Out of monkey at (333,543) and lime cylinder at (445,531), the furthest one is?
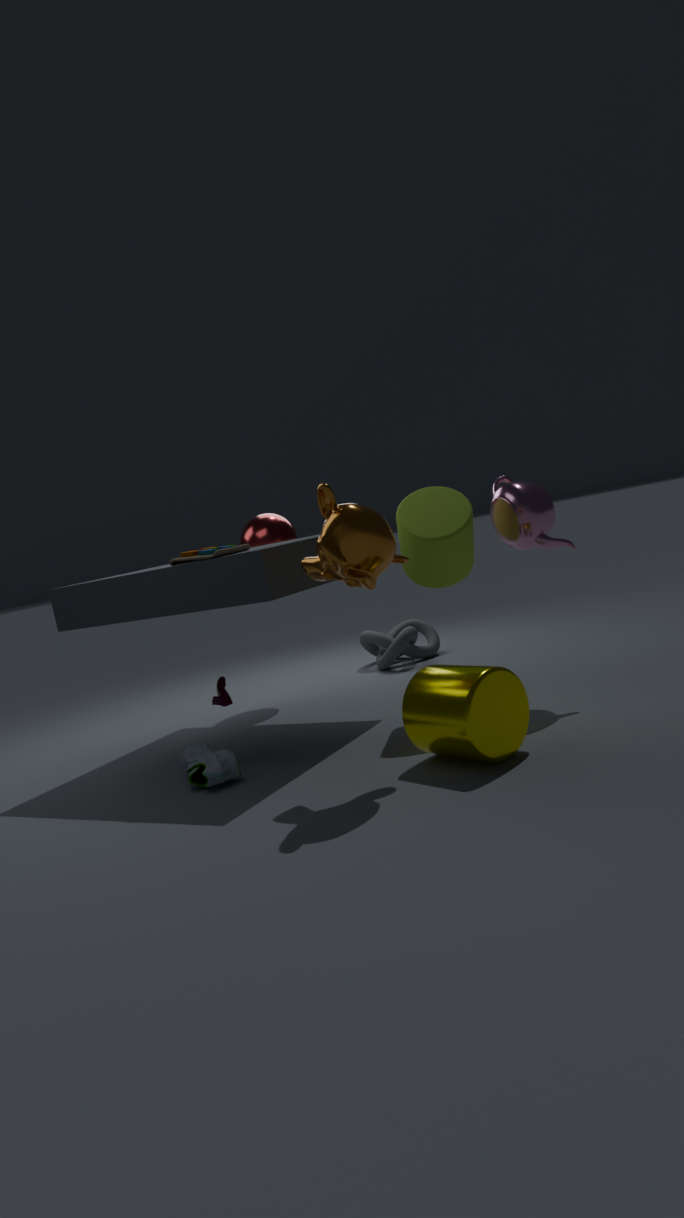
lime cylinder at (445,531)
